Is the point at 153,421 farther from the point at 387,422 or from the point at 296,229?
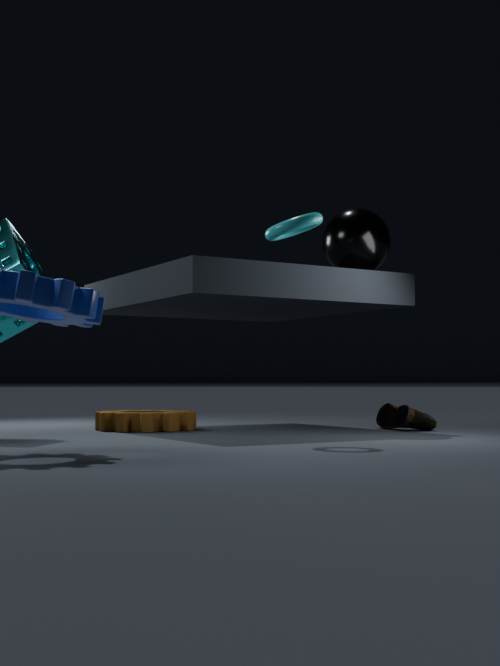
the point at 296,229
